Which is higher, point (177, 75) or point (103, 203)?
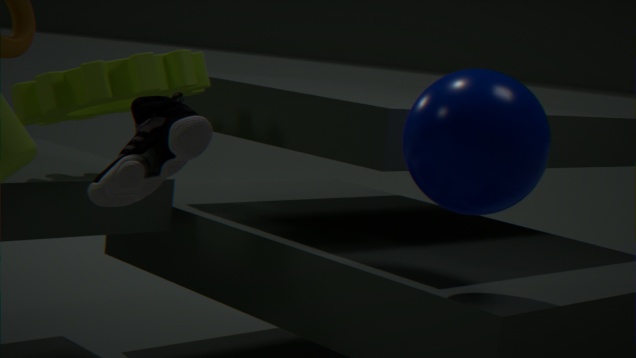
point (177, 75)
